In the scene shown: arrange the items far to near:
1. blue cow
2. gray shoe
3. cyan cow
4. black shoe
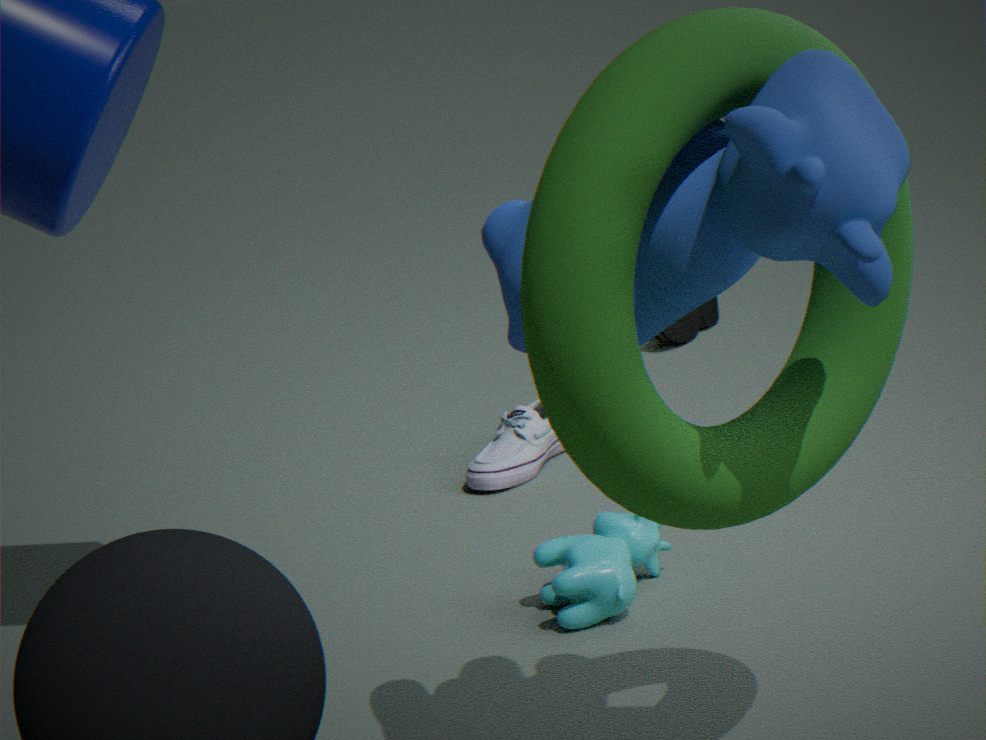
black shoe, gray shoe, cyan cow, blue cow
